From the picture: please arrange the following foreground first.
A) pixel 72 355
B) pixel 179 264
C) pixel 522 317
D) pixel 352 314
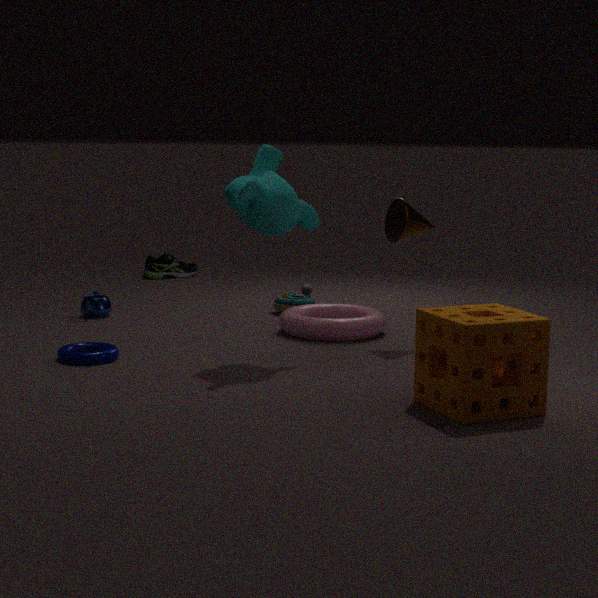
pixel 522 317, pixel 72 355, pixel 352 314, pixel 179 264
